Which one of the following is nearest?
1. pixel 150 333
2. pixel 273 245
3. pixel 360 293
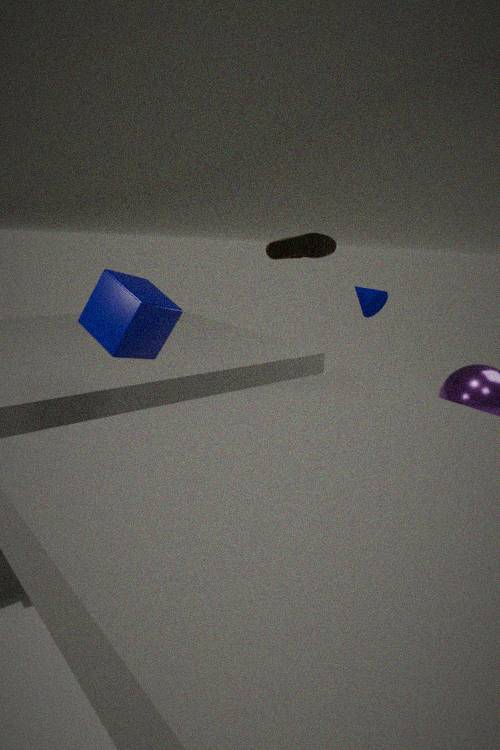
pixel 150 333
